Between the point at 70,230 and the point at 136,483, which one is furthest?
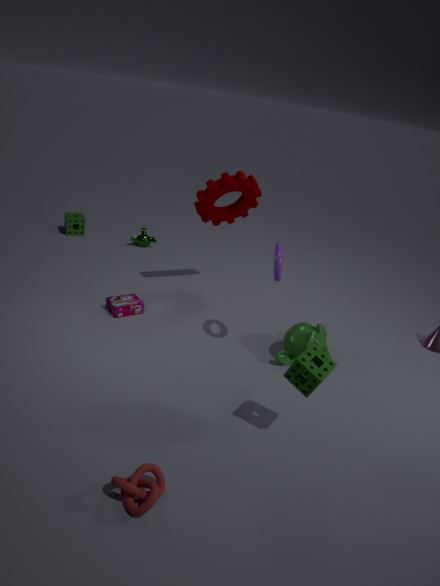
the point at 70,230
